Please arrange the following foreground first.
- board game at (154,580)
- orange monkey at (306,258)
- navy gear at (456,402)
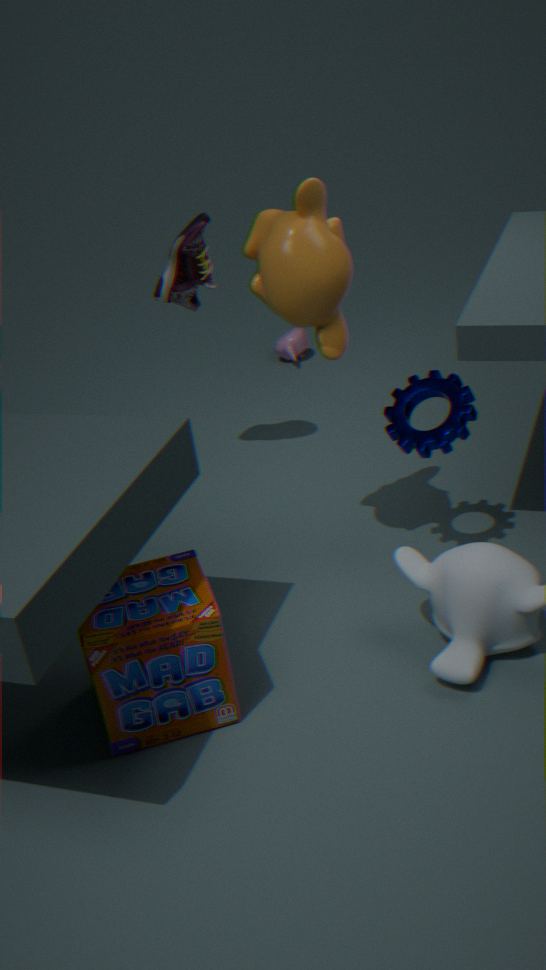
board game at (154,580), orange monkey at (306,258), navy gear at (456,402)
